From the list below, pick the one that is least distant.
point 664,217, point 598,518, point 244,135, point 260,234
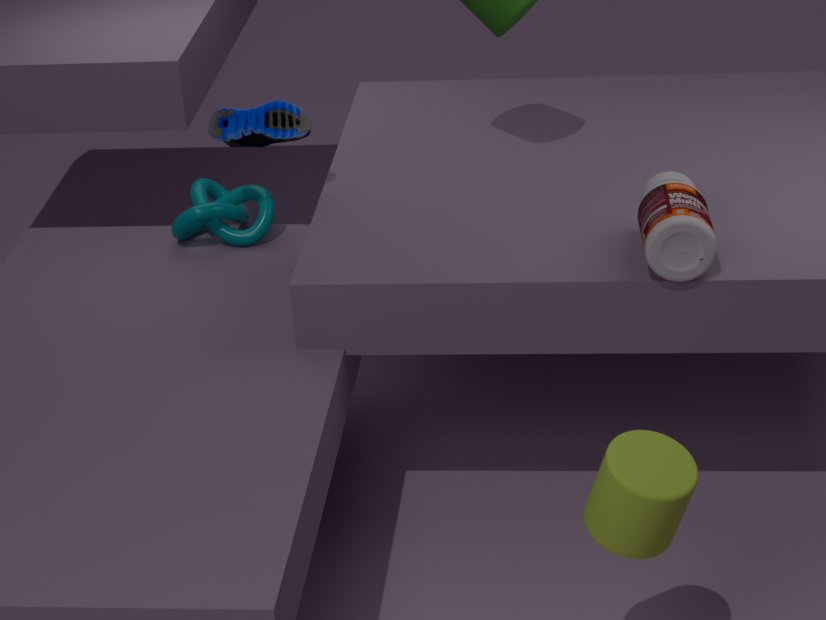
point 598,518
